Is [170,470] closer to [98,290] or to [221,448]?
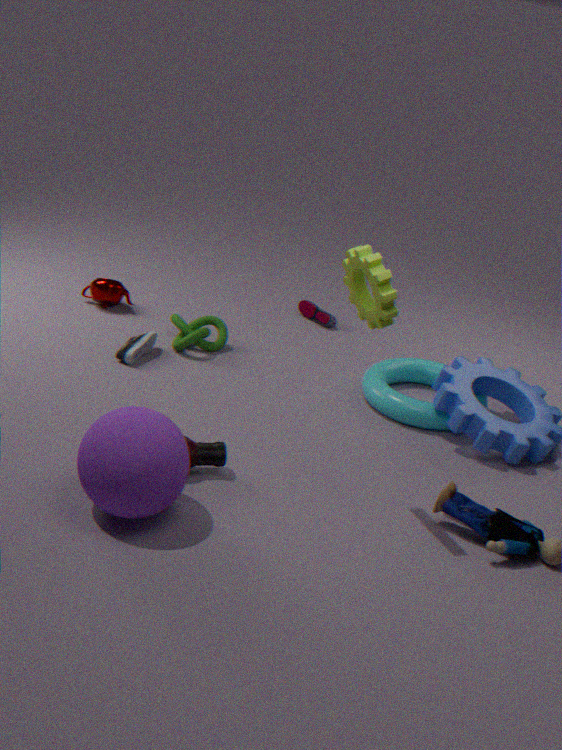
[221,448]
